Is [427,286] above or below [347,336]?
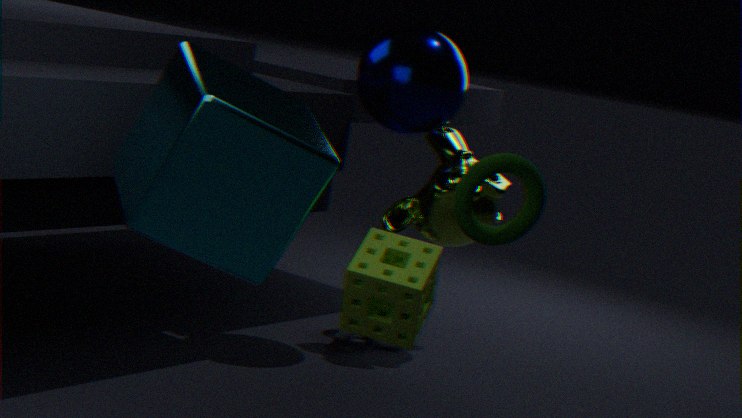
above
